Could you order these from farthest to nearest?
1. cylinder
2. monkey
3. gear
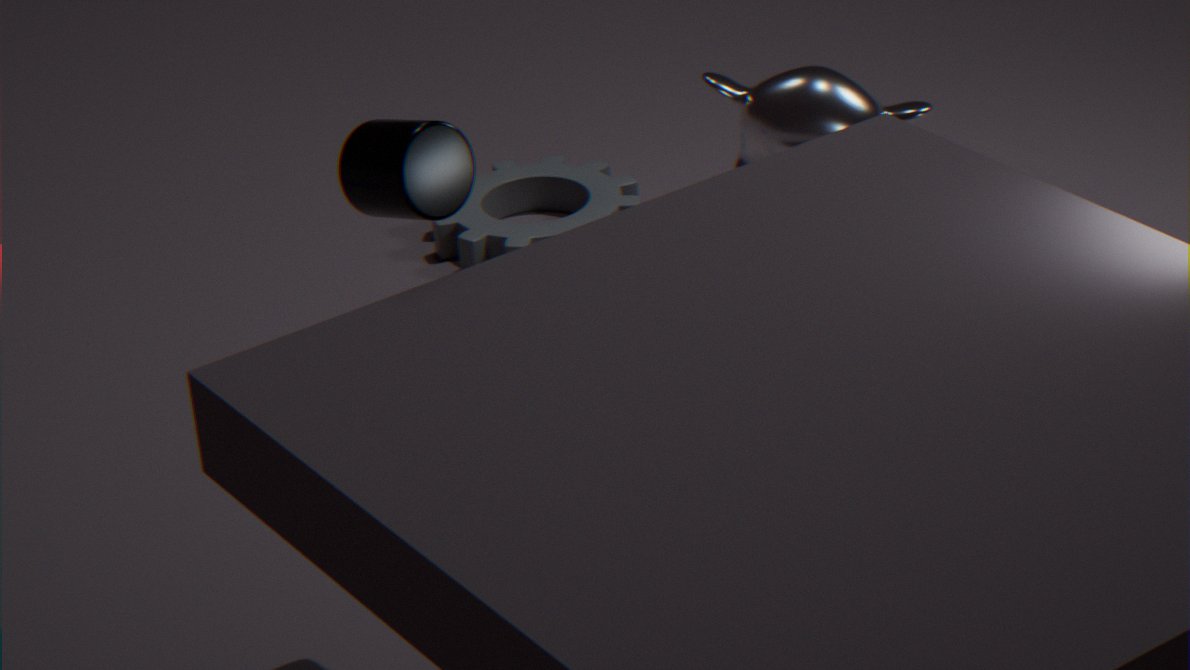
1. gear
2. monkey
3. cylinder
